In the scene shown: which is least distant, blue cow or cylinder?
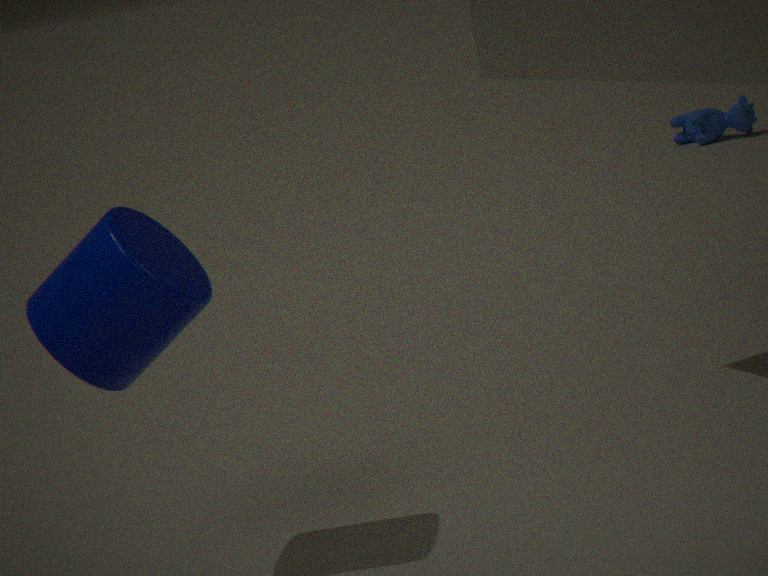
cylinder
